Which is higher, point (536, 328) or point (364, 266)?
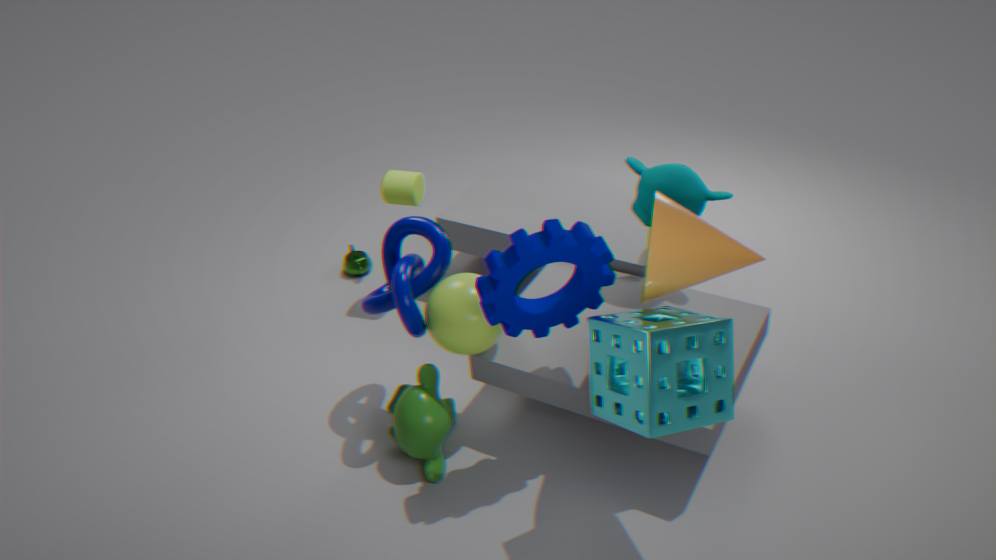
point (536, 328)
